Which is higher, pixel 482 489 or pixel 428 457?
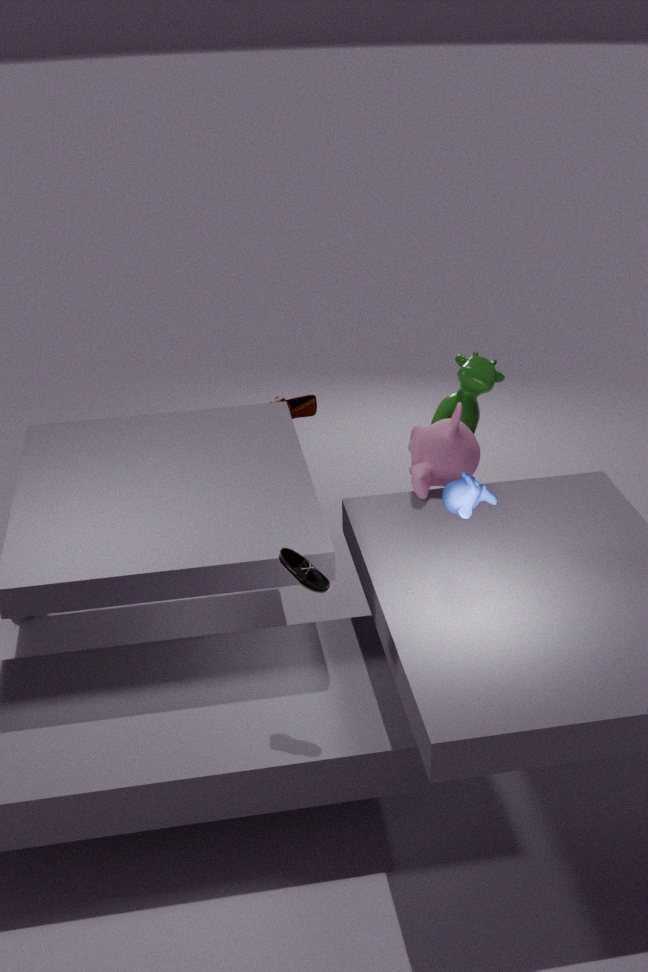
pixel 482 489
